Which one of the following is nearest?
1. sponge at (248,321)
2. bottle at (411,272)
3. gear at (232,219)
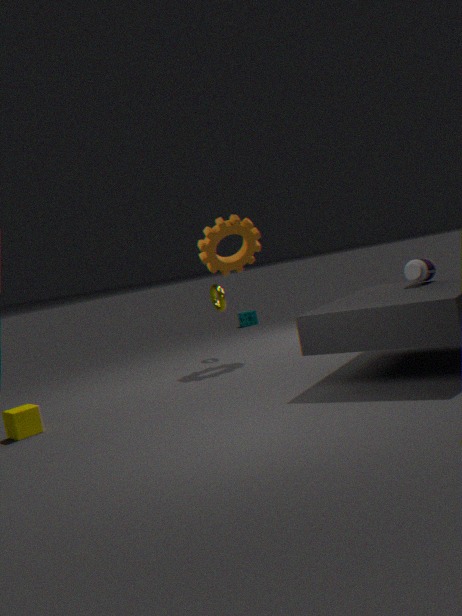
bottle at (411,272)
